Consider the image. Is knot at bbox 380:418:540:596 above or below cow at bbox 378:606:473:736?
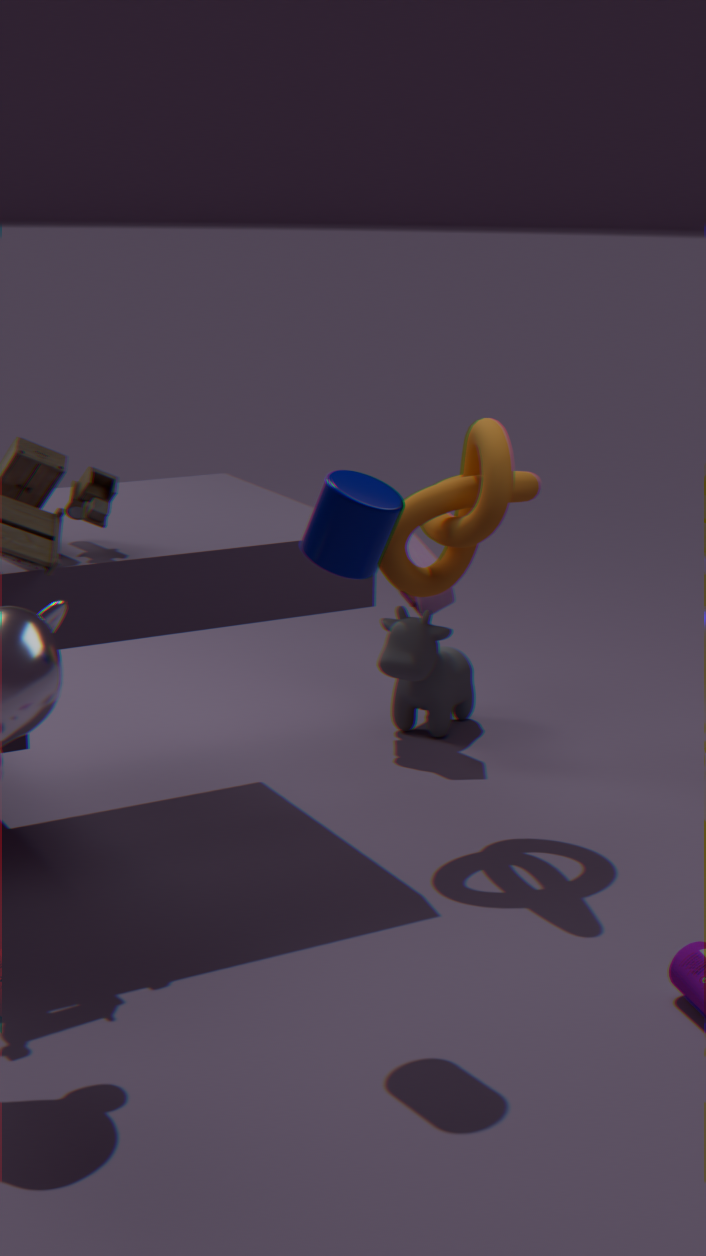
above
